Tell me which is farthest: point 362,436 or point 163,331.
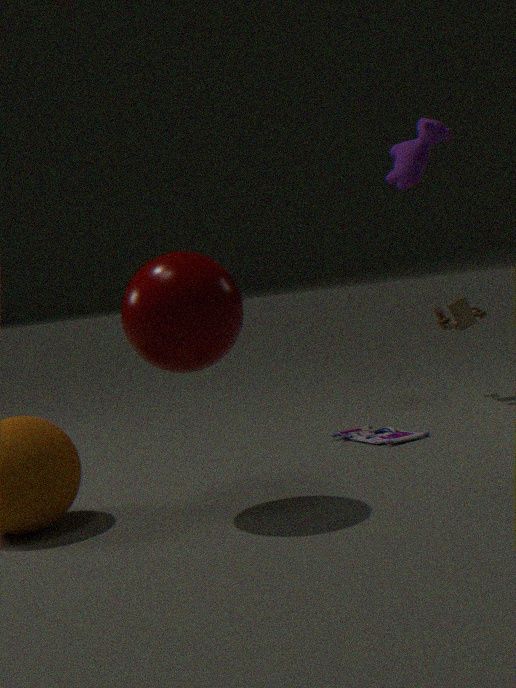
point 362,436
